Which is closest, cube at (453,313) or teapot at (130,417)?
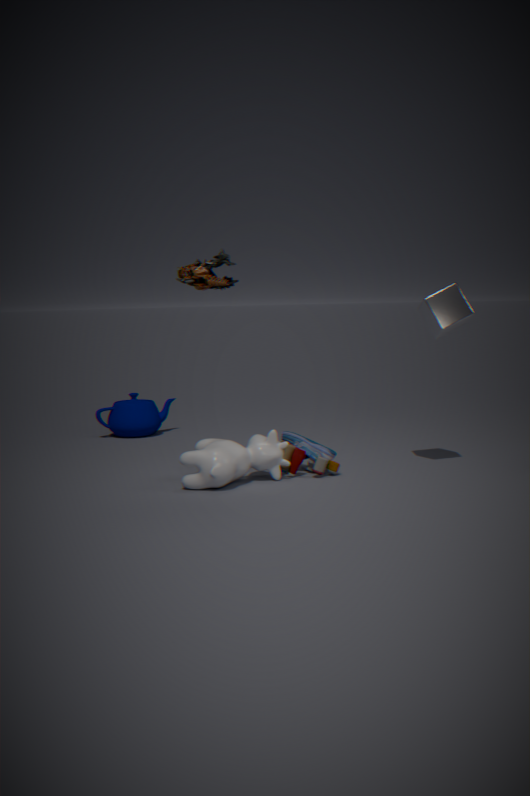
cube at (453,313)
